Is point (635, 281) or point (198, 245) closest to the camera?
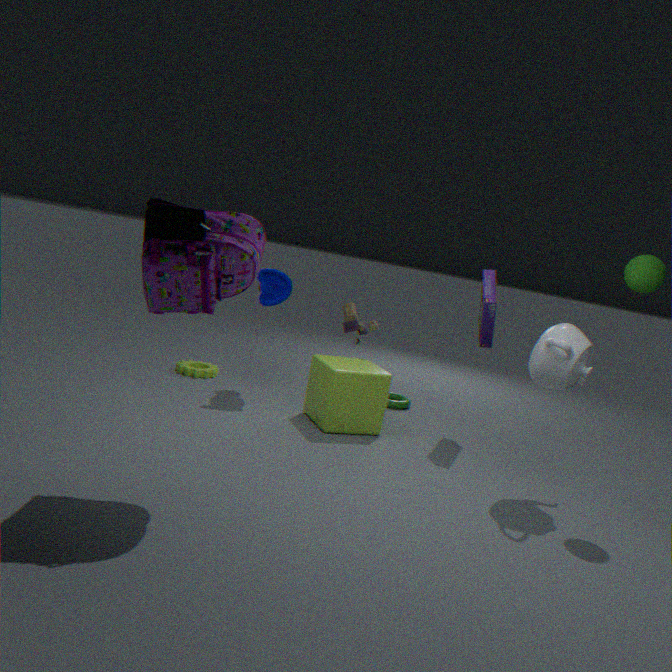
point (198, 245)
